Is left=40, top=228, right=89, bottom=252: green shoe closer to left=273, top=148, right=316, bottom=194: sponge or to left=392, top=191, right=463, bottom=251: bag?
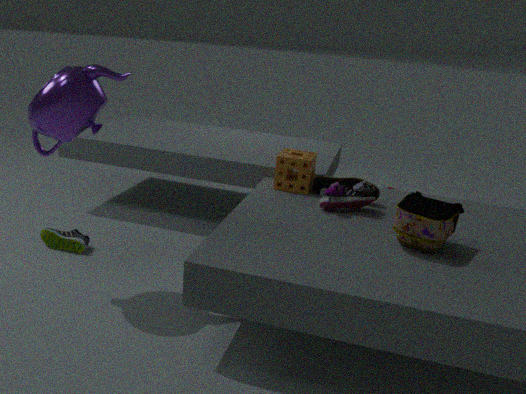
left=273, top=148, right=316, bottom=194: sponge
